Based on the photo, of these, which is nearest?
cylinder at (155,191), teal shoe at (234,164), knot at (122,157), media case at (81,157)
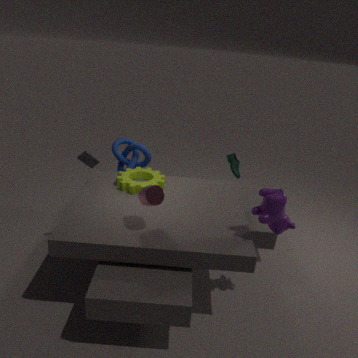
cylinder at (155,191)
